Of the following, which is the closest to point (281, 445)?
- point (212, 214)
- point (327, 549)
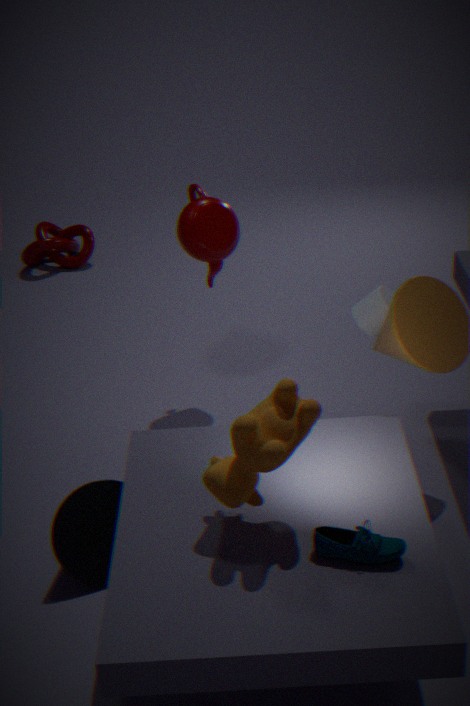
point (327, 549)
